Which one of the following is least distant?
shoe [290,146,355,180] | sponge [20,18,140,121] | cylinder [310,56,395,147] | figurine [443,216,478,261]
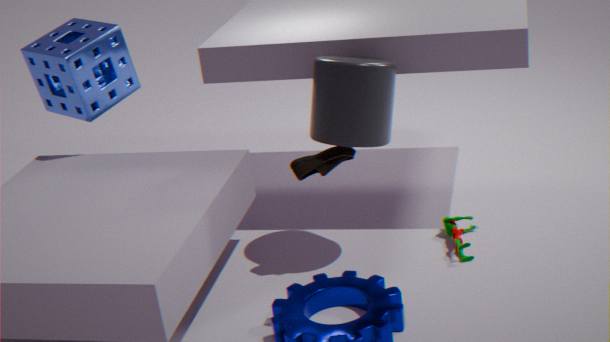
cylinder [310,56,395,147]
